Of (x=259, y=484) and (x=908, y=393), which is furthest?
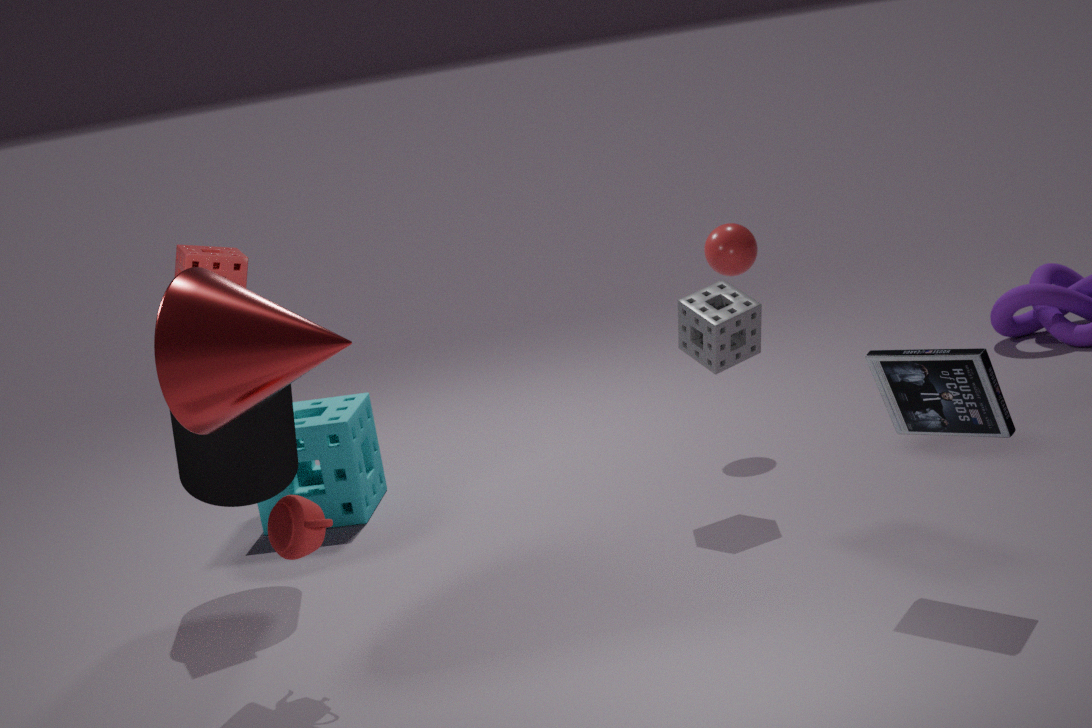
(x=259, y=484)
